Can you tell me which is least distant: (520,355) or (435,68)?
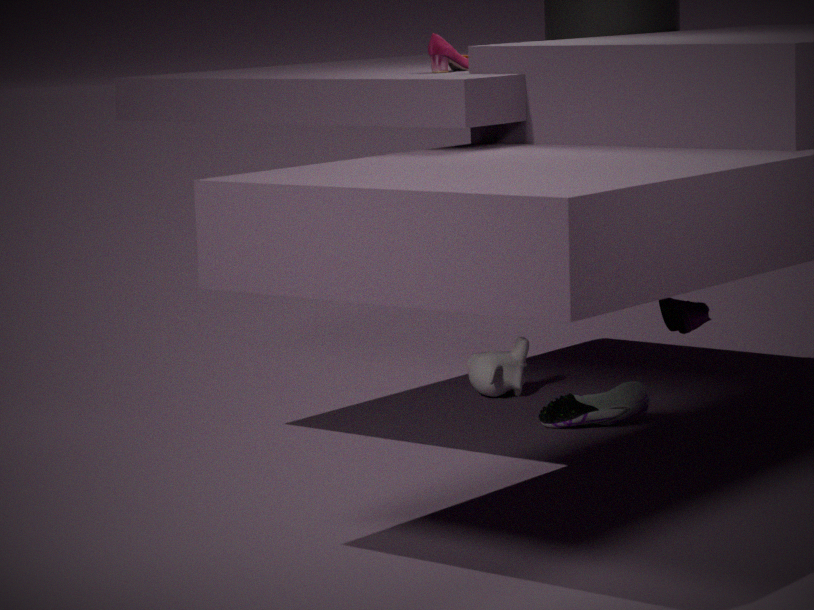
(435,68)
